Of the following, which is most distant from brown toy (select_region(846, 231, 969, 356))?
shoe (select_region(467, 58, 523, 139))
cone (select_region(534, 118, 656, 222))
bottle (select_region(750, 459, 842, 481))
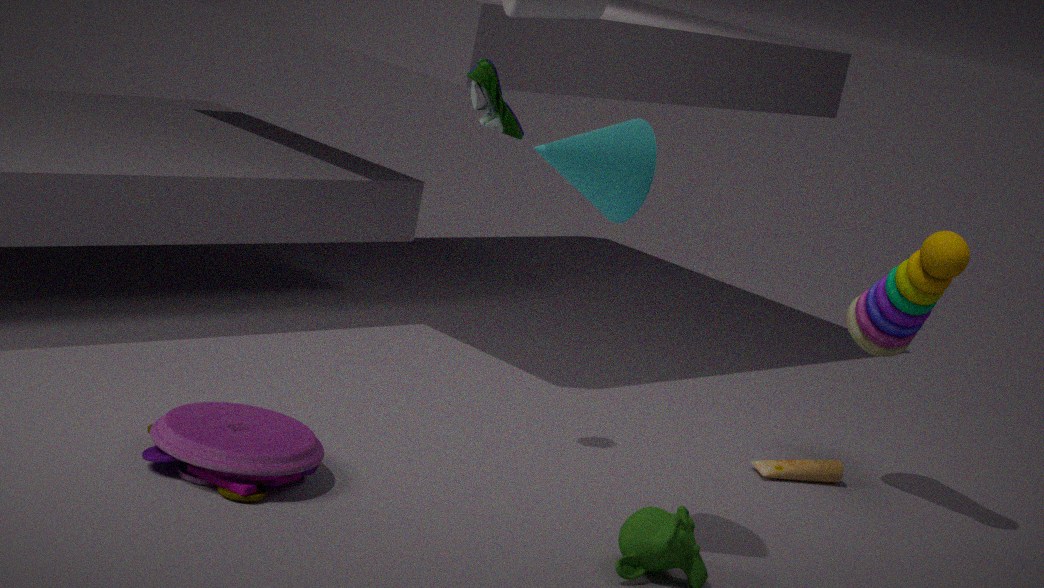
shoe (select_region(467, 58, 523, 139))
